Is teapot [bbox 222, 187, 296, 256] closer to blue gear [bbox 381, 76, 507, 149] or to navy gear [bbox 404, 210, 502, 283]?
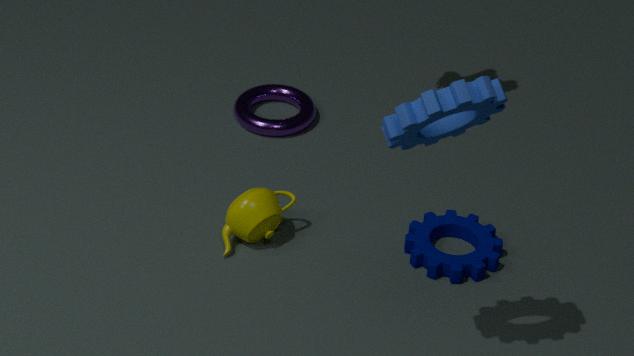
navy gear [bbox 404, 210, 502, 283]
